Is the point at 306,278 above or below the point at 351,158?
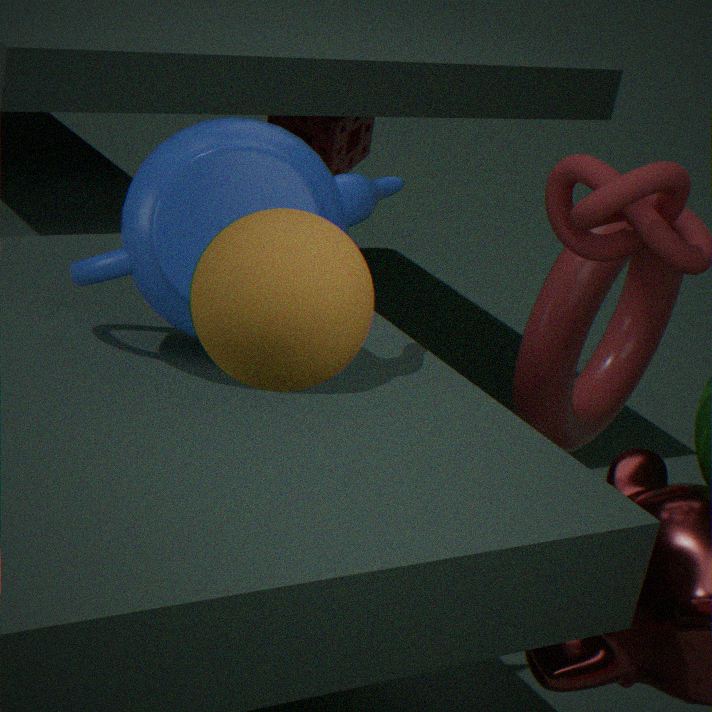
above
